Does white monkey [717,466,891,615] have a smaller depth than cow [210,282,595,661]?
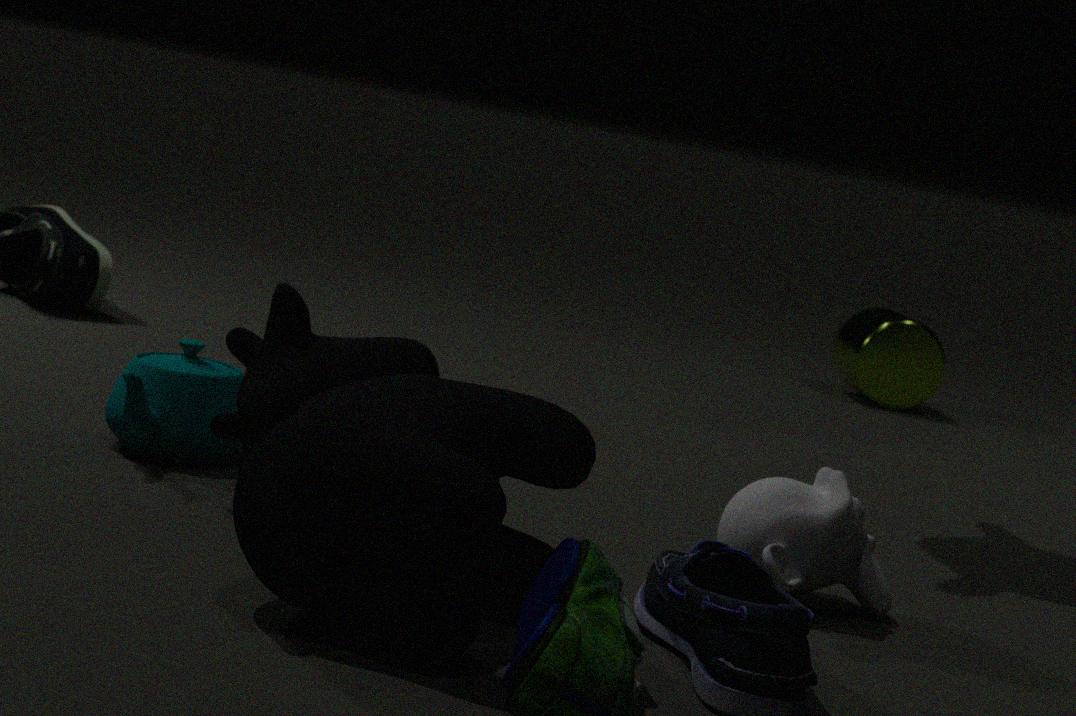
No
